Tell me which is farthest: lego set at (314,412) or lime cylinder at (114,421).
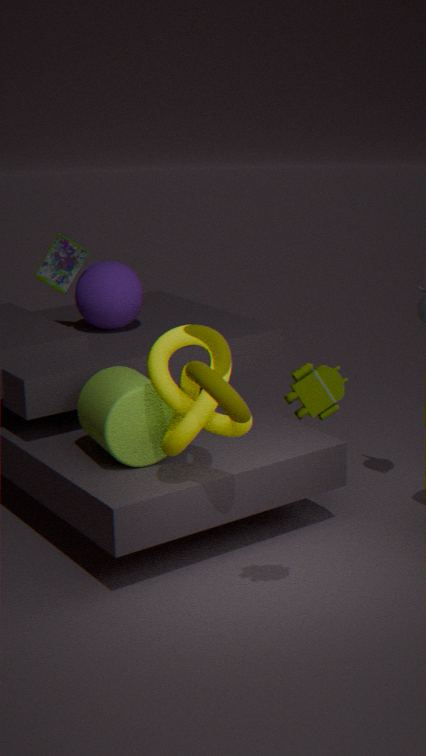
lime cylinder at (114,421)
